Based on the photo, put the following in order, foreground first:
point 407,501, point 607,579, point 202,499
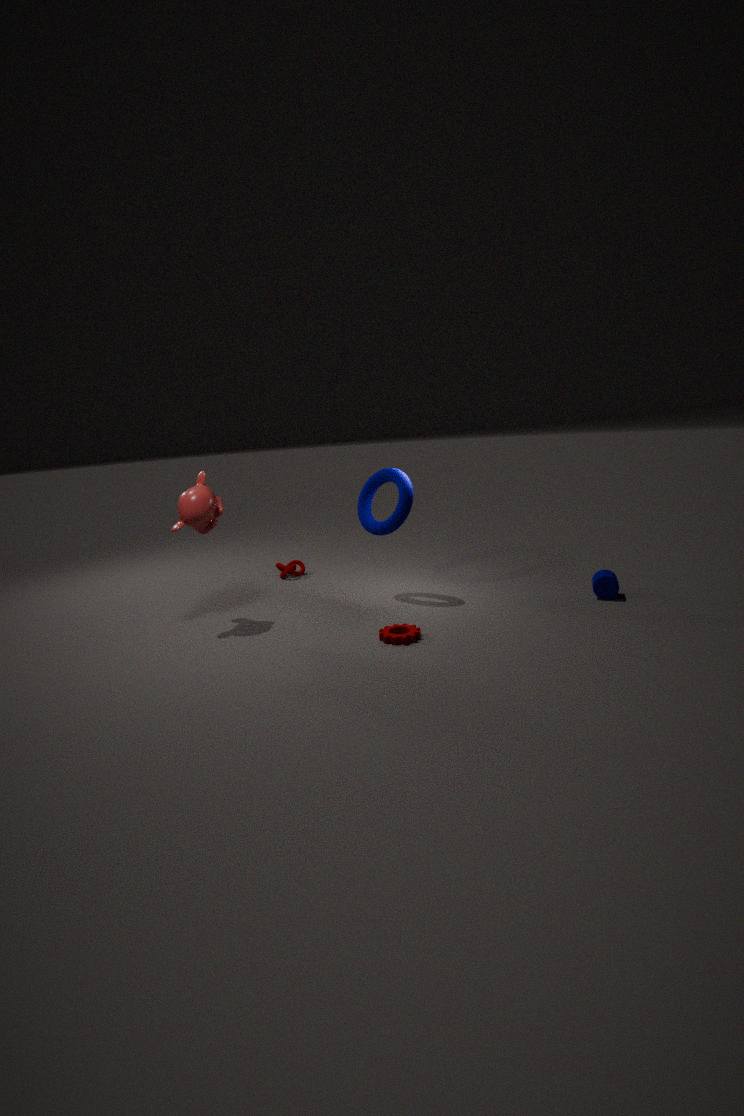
point 202,499 → point 607,579 → point 407,501
